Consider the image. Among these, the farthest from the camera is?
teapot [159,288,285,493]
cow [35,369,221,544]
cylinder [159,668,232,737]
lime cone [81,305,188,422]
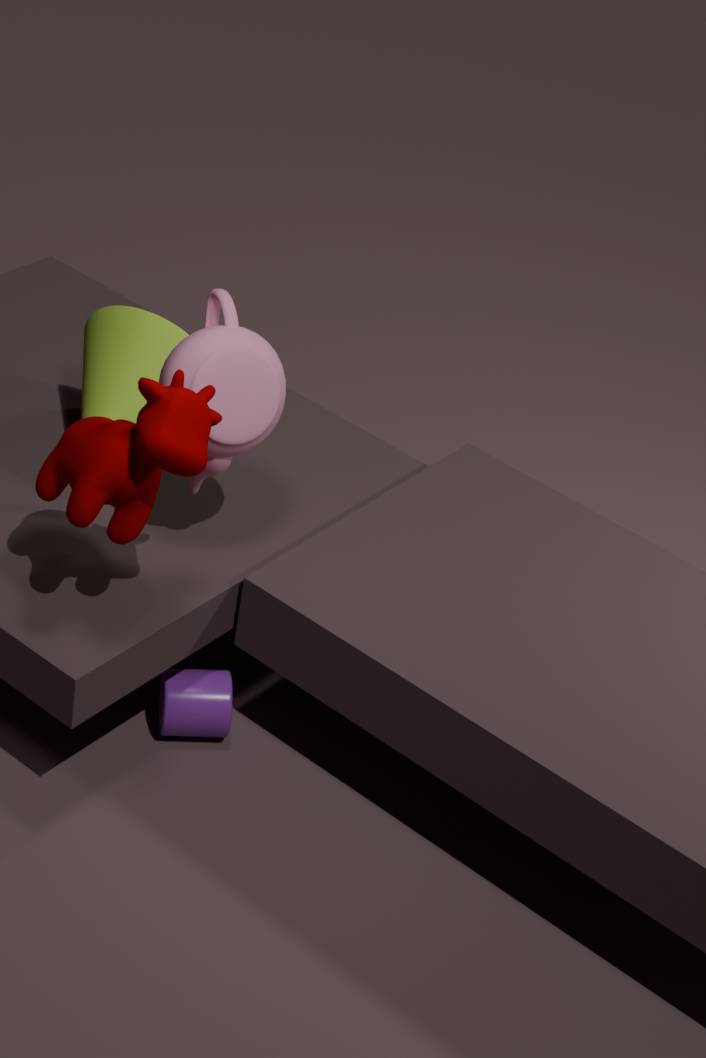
lime cone [81,305,188,422]
